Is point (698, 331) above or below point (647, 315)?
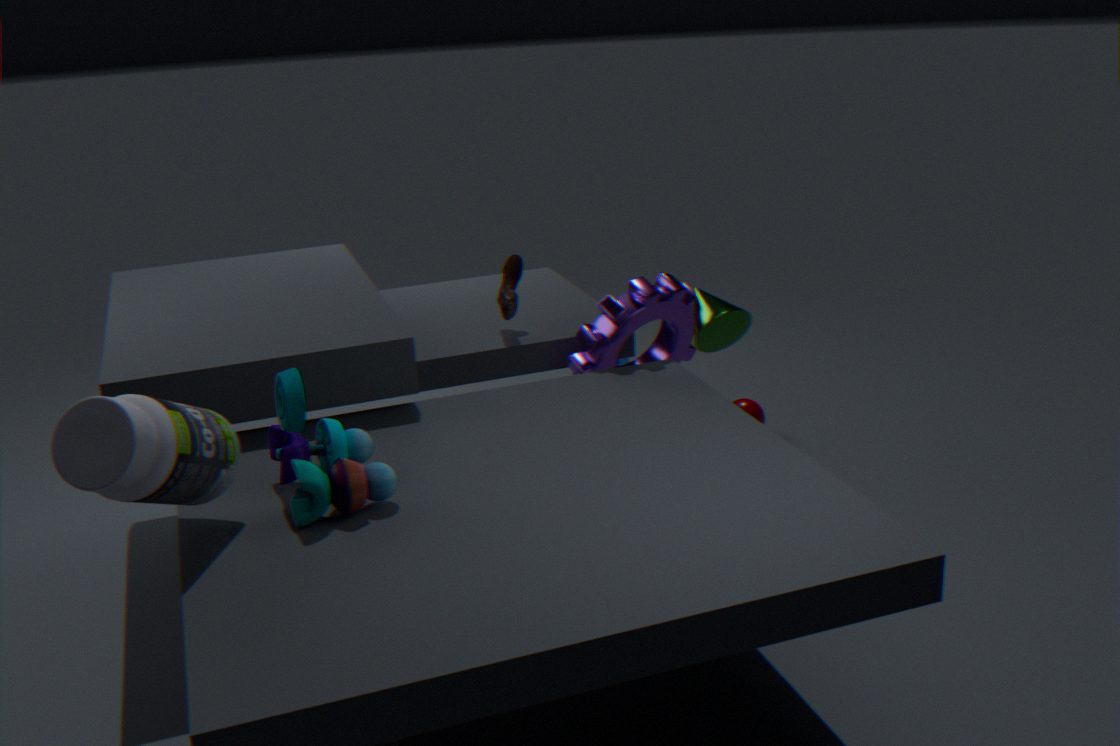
above
